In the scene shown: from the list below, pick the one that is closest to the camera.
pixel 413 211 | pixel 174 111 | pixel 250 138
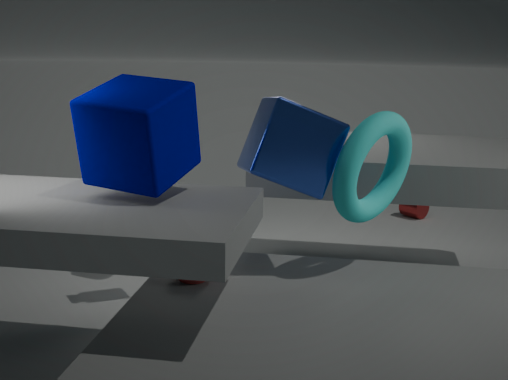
pixel 174 111
